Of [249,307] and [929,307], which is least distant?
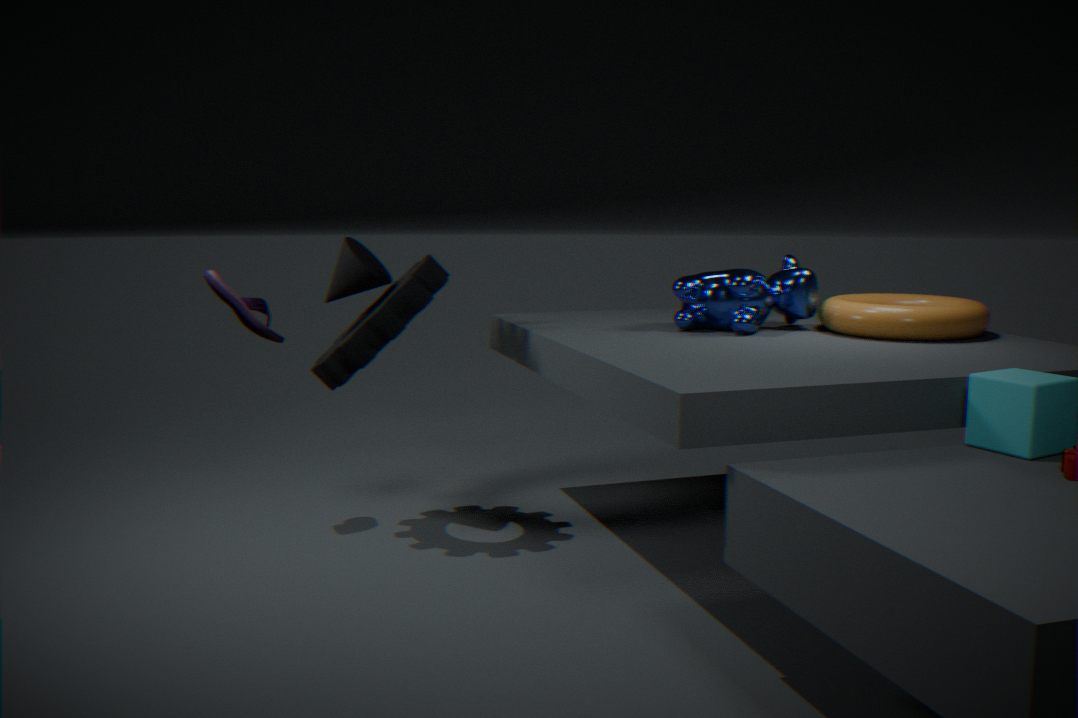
[929,307]
